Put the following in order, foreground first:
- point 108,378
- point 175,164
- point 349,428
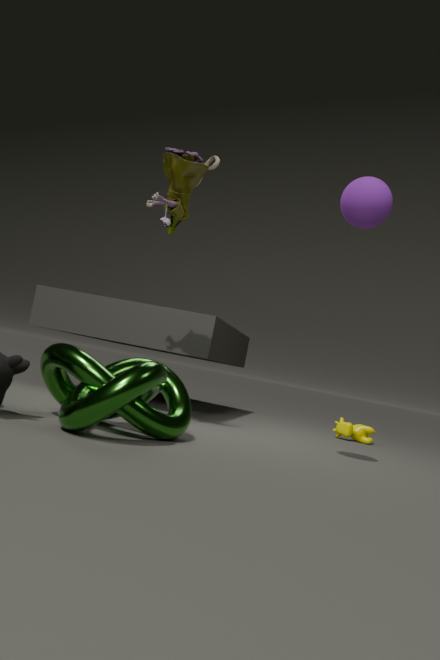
point 108,378 → point 175,164 → point 349,428
